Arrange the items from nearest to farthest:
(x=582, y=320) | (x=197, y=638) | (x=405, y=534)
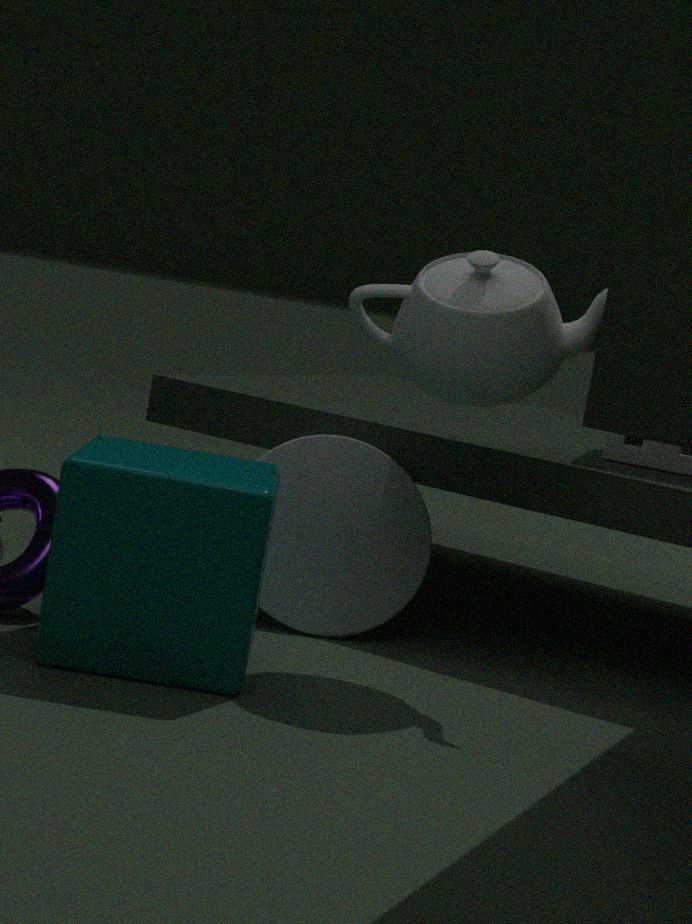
(x=197, y=638) → (x=582, y=320) → (x=405, y=534)
